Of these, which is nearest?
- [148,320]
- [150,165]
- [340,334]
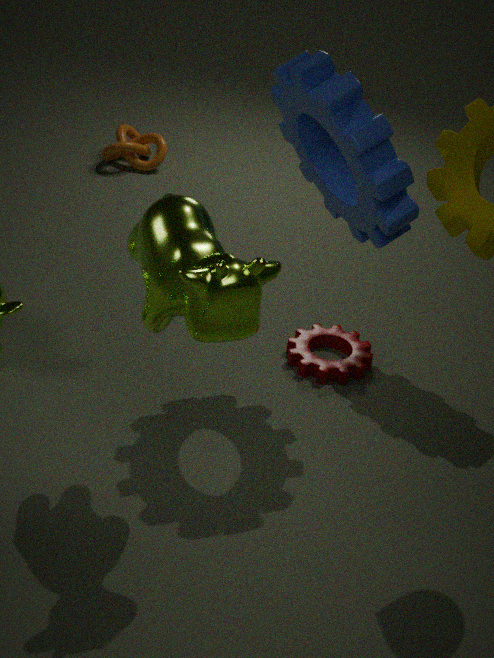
[148,320]
